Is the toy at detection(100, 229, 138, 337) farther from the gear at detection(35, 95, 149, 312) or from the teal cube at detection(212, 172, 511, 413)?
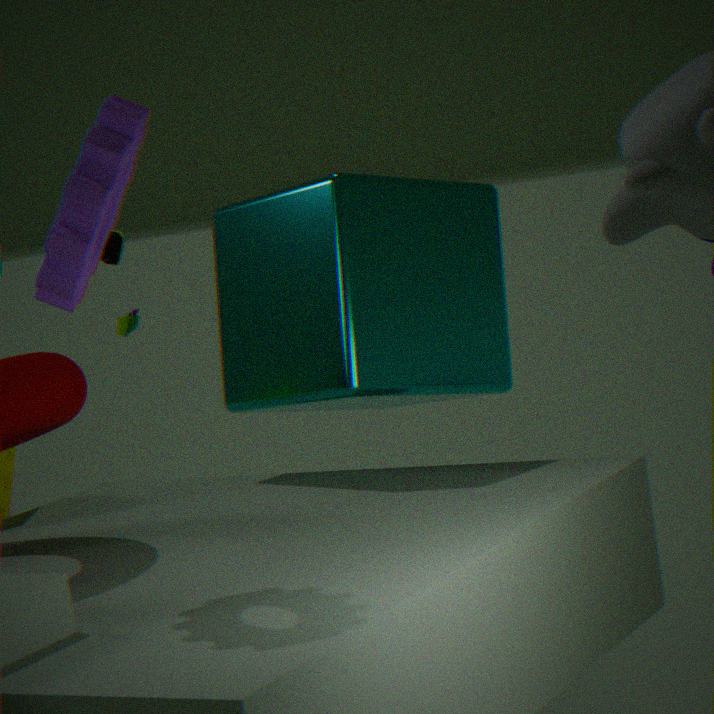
the gear at detection(35, 95, 149, 312)
